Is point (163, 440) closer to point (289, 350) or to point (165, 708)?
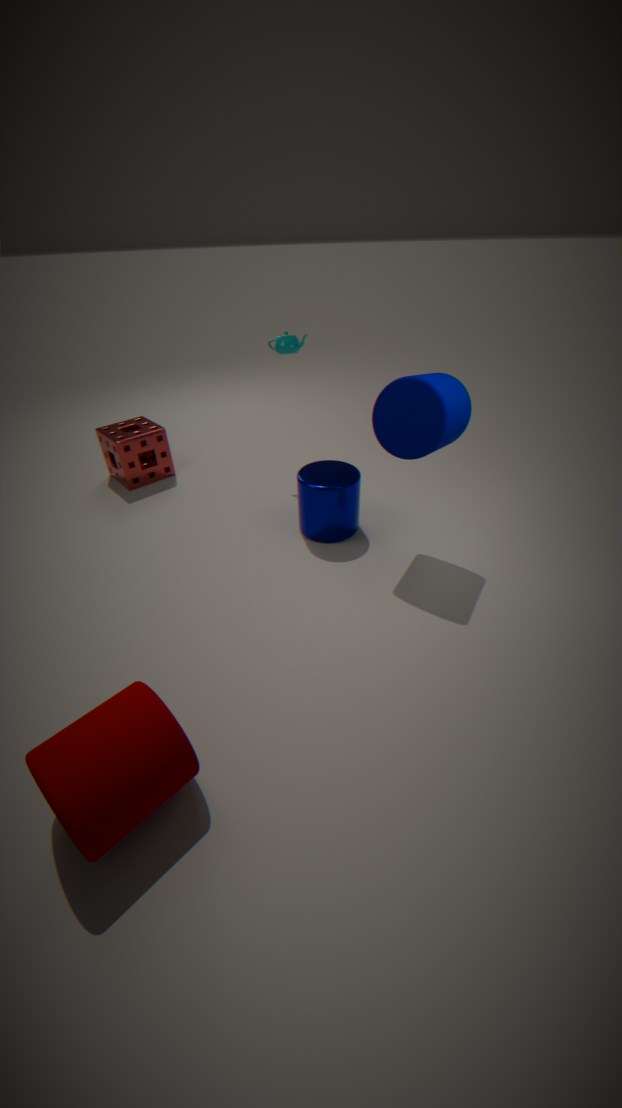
point (289, 350)
